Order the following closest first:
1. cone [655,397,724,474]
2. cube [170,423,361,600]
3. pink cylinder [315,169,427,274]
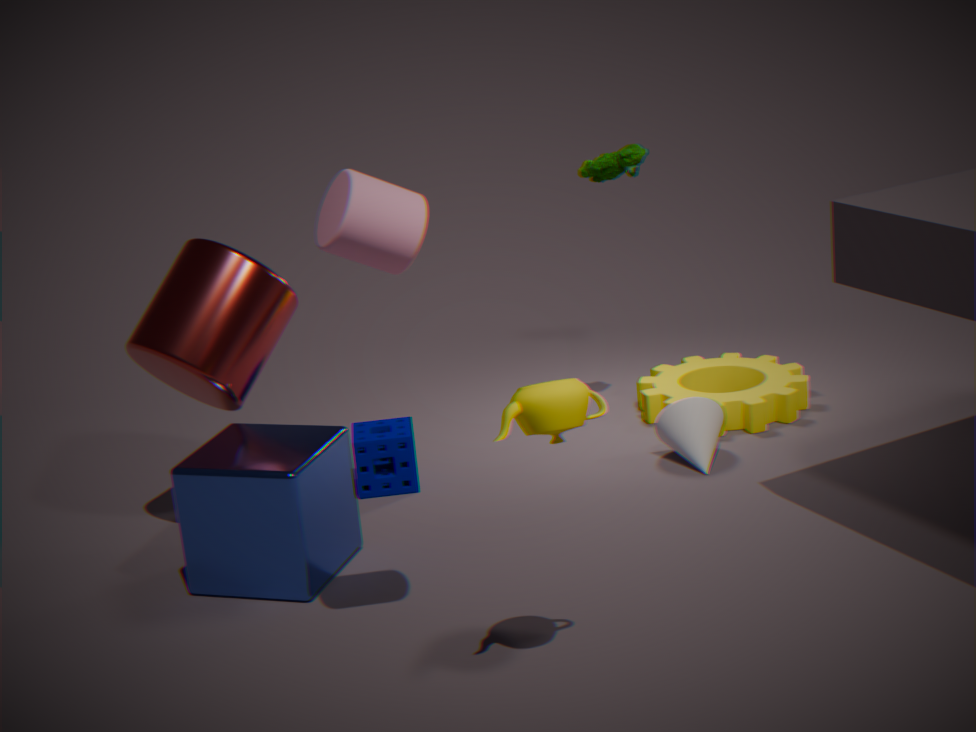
1. pink cylinder [315,169,427,274]
2. cube [170,423,361,600]
3. cone [655,397,724,474]
